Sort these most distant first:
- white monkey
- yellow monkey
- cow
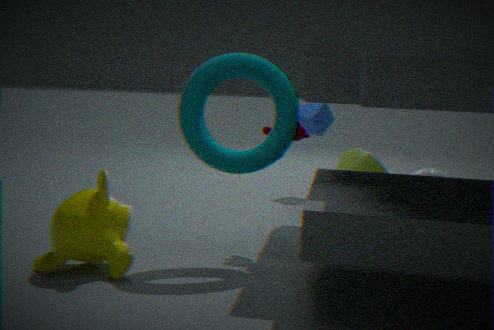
white monkey < cow < yellow monkey
